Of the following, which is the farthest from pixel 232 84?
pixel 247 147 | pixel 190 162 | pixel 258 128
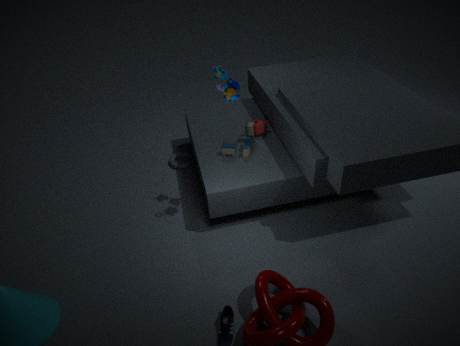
pixel 190 162
